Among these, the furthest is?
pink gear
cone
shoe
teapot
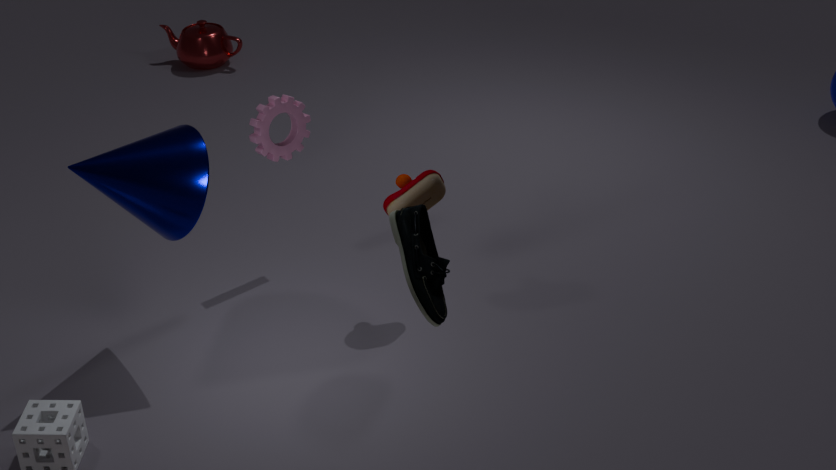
teapot
